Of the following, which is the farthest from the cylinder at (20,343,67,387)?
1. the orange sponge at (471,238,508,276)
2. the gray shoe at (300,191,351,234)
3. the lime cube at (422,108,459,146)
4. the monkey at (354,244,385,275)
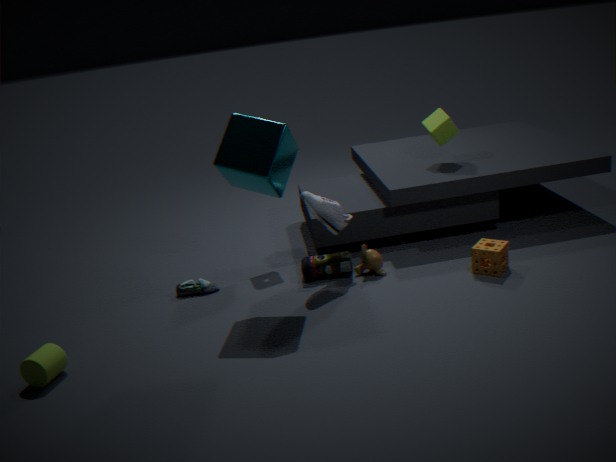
the lime cube at (422,108,459,146)
